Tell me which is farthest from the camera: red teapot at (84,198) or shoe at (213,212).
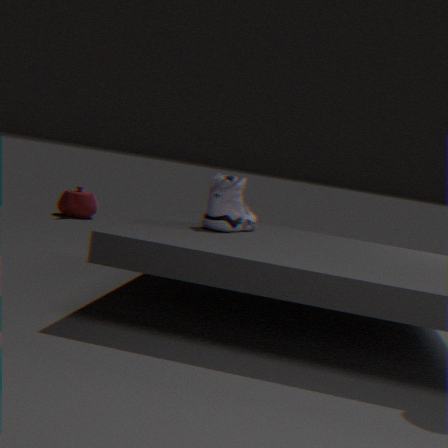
red teapot at (84,198)
